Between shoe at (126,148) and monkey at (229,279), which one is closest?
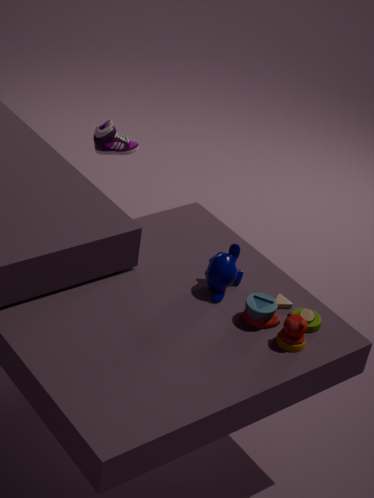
monkey at (229,279)
